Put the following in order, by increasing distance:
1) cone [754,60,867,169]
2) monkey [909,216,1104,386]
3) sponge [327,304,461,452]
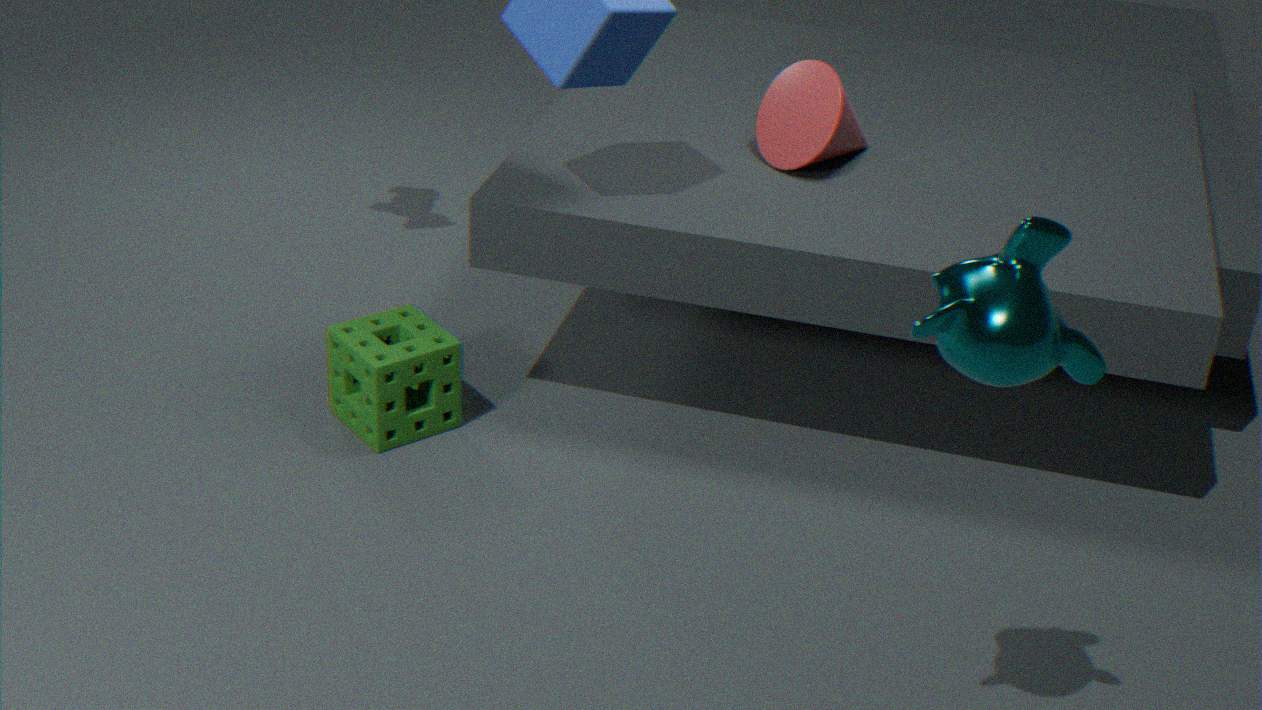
2. monkey [909,216,1104,386]
3. sponge [327,304,461,452]
1. cone [754,60,867,169]
